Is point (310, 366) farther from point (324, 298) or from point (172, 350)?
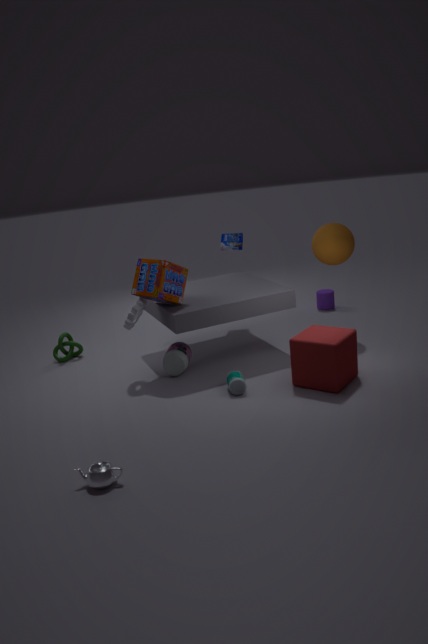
Result: point (324, 298)
